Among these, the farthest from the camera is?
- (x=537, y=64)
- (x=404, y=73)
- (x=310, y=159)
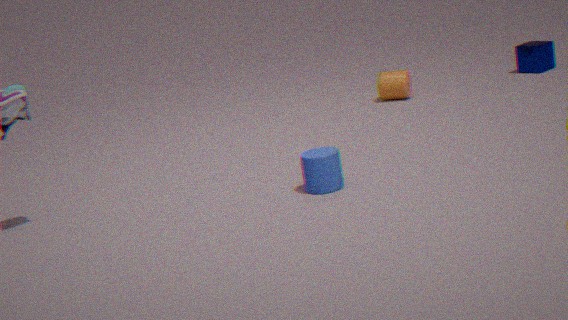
(x=537, y=64)
